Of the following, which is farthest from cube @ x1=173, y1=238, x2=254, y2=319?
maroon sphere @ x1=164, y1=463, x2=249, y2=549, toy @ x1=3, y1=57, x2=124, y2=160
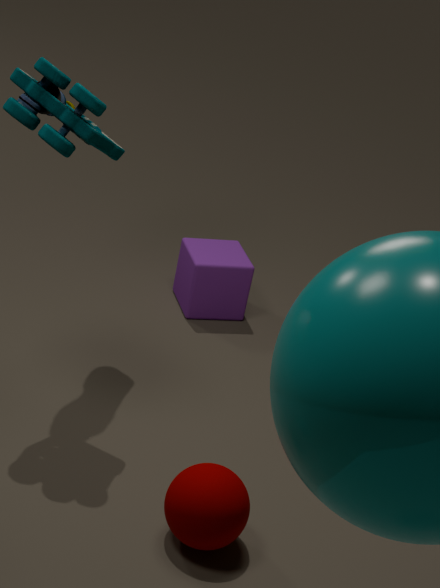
maroon sphere @ x1=164, y1=463, x2=249, y2=549
